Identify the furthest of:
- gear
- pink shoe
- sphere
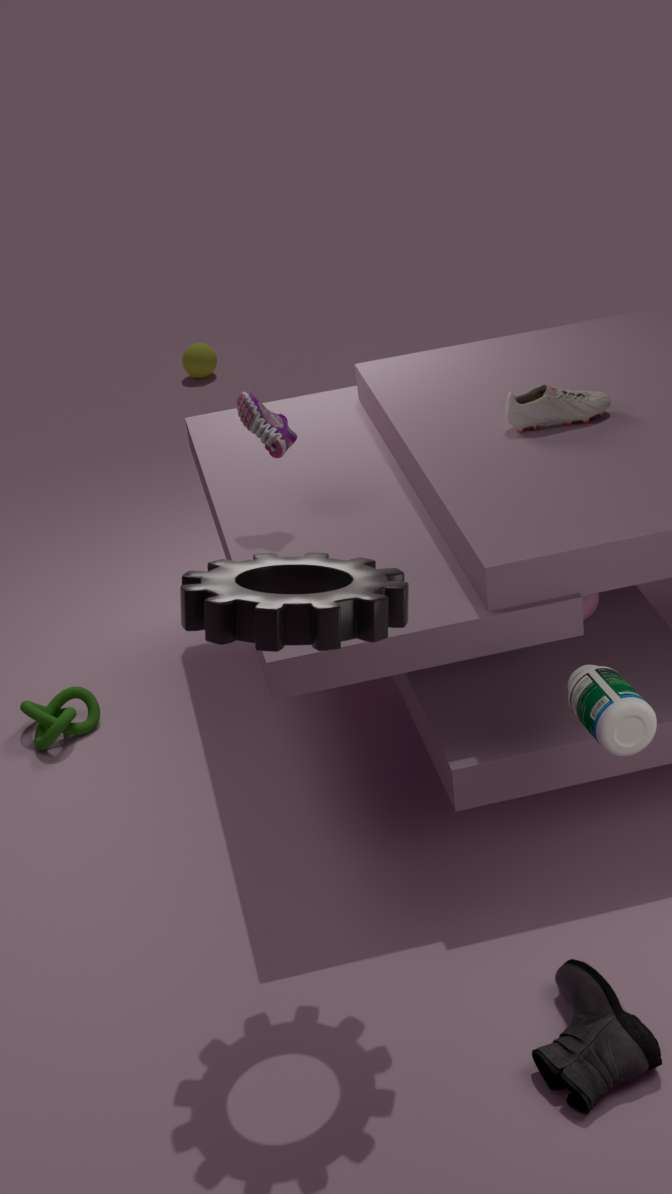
sphere
